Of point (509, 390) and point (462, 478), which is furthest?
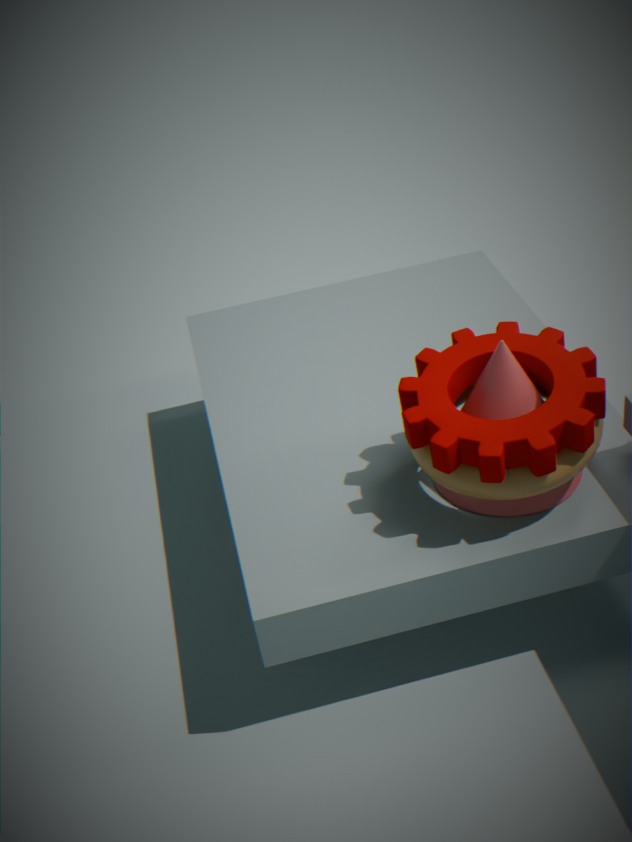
point (509, 390)
